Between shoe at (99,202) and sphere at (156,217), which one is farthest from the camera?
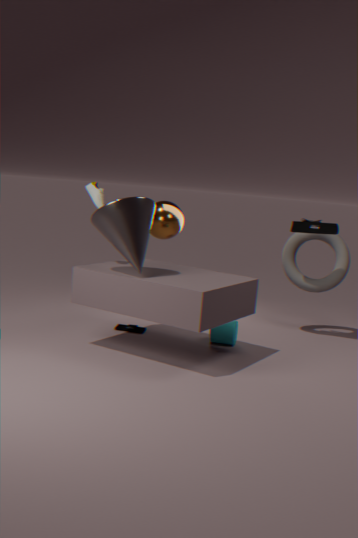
sphere at (156,217)
